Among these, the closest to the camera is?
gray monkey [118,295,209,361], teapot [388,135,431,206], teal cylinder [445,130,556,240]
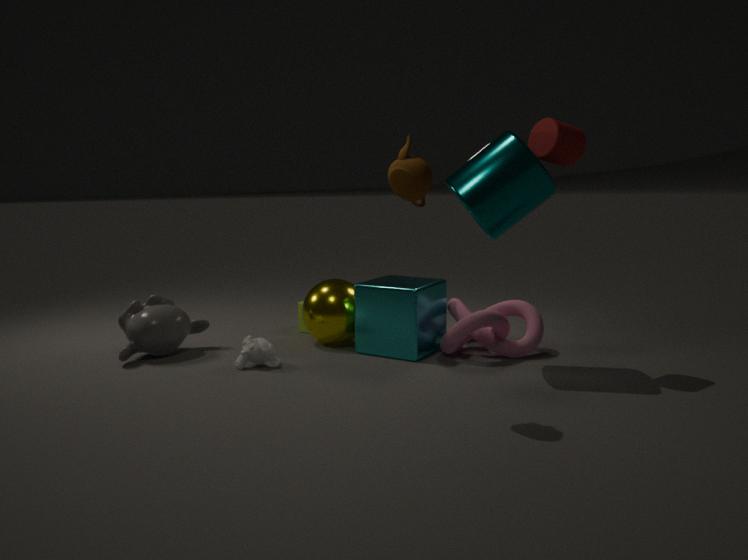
teapot [388,135,431,206]
